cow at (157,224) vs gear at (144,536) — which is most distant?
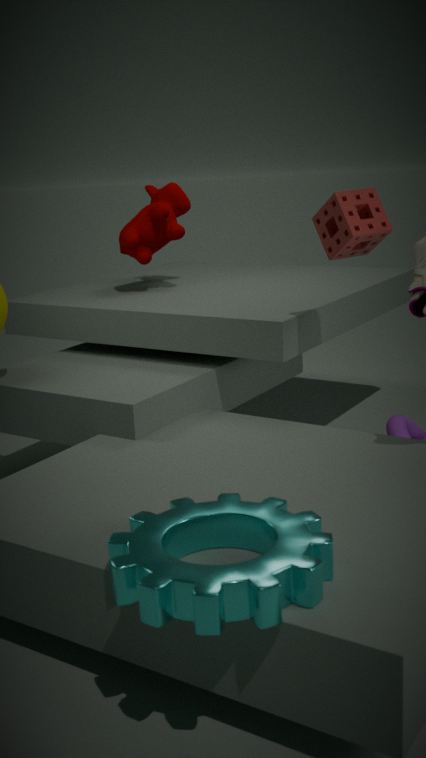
cow at (157,224)
